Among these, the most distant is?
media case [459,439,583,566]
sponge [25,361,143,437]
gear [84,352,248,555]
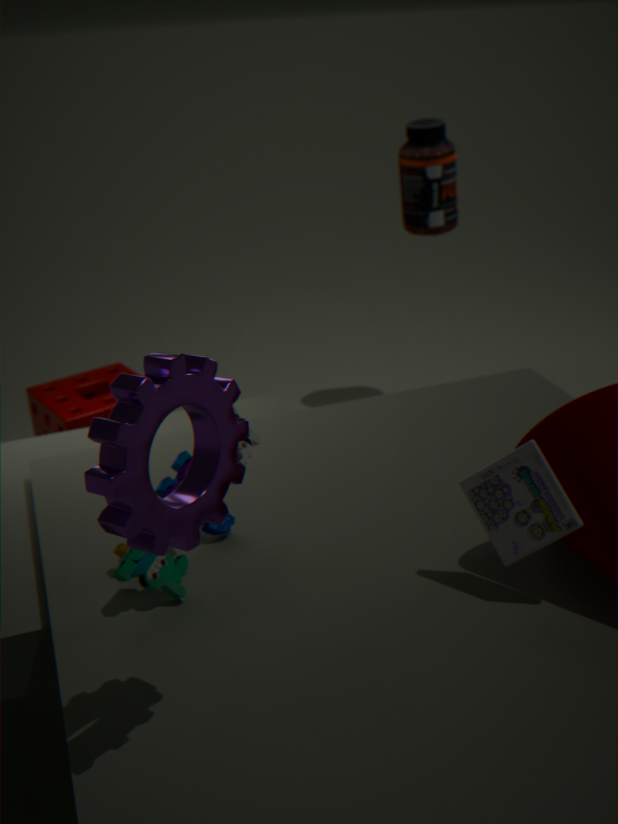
sponge [25,361,143,437]
